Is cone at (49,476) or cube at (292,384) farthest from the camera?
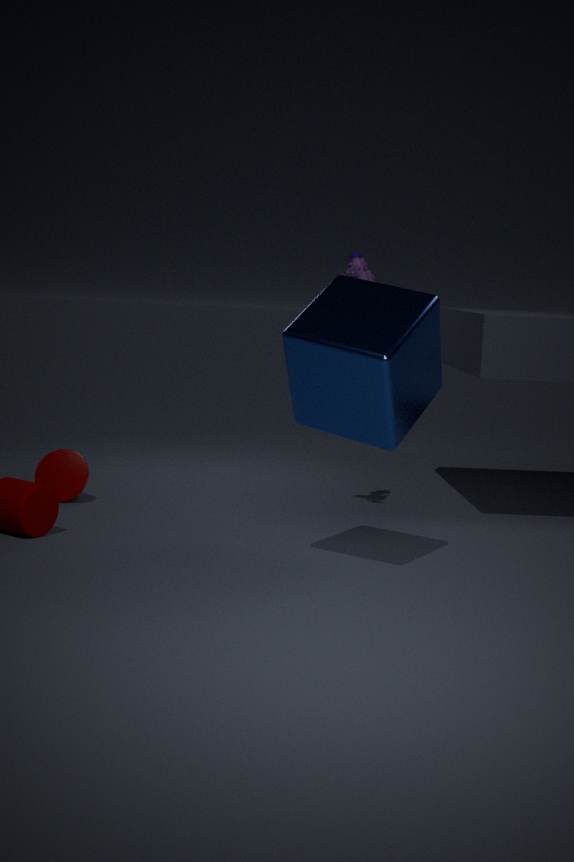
cone at (49,476)
